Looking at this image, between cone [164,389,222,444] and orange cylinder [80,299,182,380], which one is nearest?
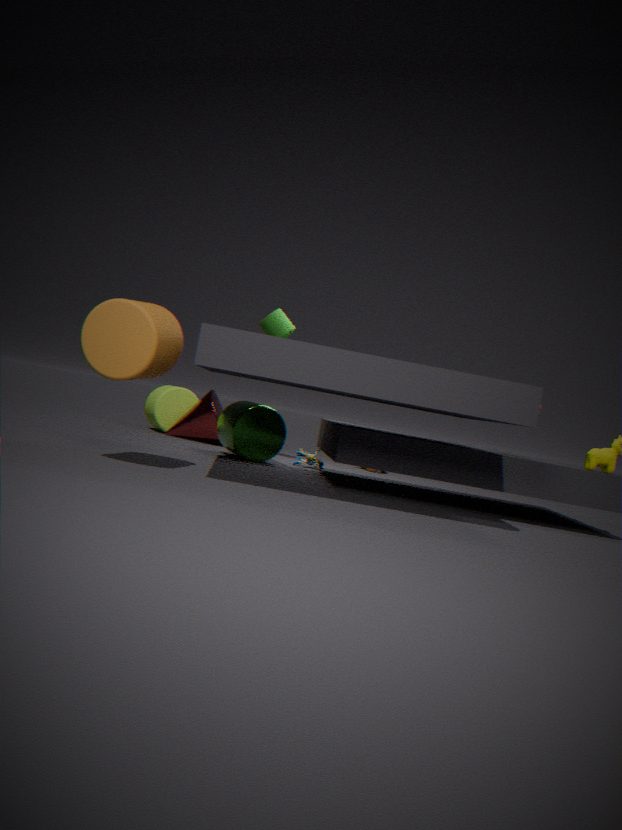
orange cylinder [80,299,182,380]
